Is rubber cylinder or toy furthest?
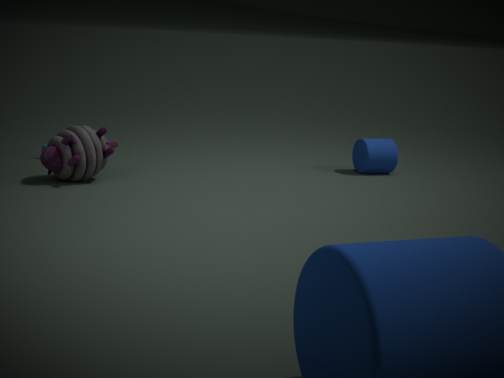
rubber cylinder
